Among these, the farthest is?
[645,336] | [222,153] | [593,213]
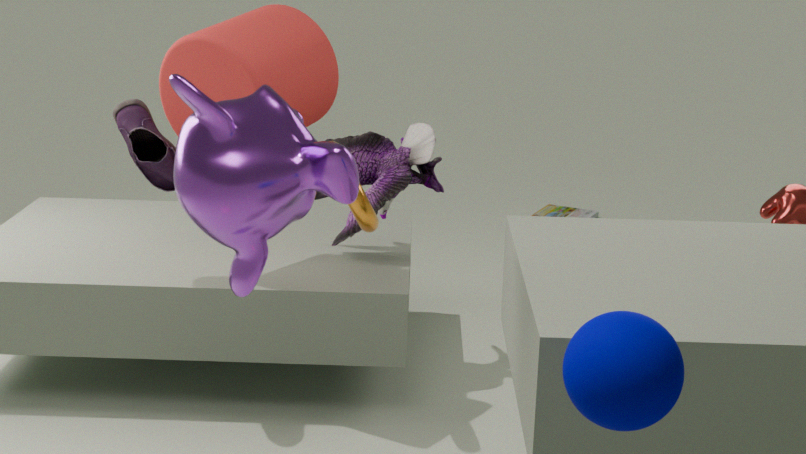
[593,213]
